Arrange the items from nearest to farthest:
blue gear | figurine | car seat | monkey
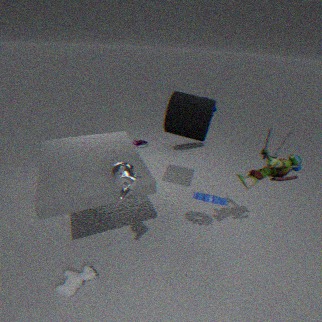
monkey → figurine → blue gear → car seat
